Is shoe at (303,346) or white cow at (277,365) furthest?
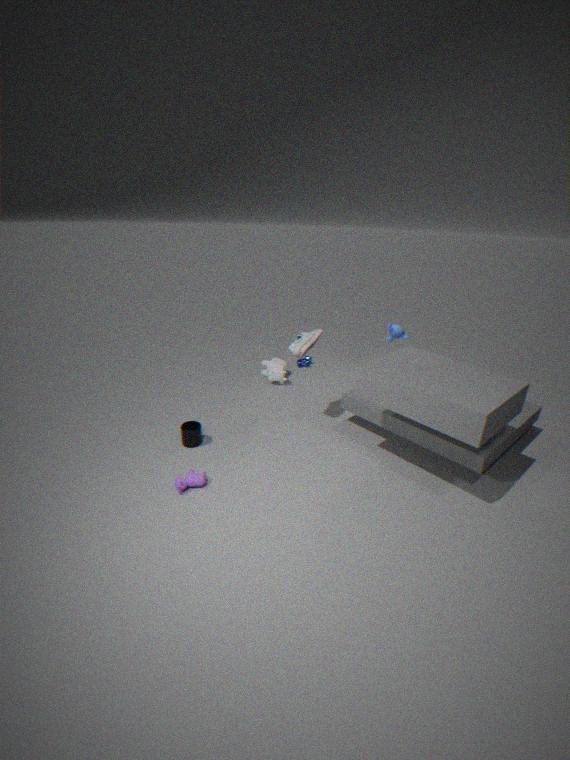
white cow at (277,365)
